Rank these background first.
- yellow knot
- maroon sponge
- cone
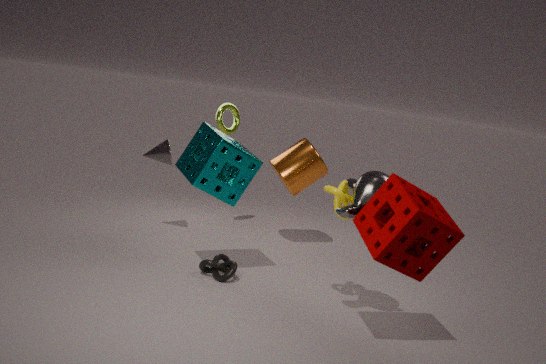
cone, yellow knot, maroon sponge
